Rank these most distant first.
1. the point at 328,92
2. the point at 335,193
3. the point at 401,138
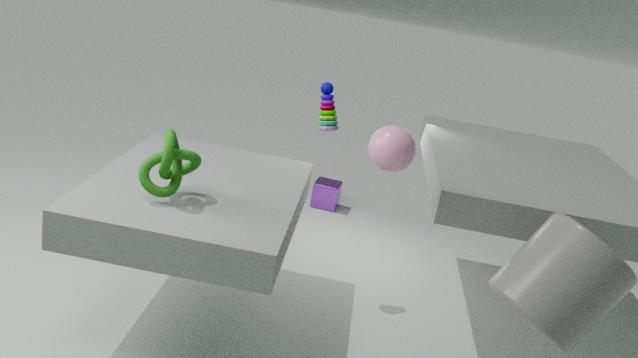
the point at 335,193 → the point at 328,92 → the point at 401,138
